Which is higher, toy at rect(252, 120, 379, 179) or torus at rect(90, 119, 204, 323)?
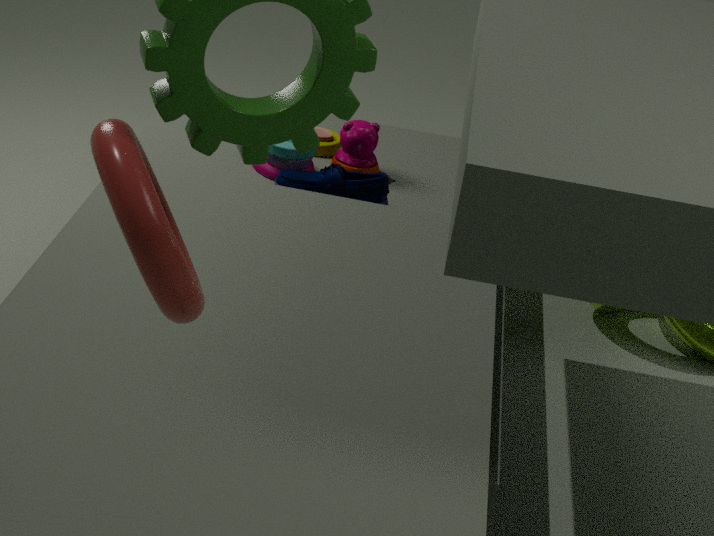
torus at rect(90, 119, 204, 323)
